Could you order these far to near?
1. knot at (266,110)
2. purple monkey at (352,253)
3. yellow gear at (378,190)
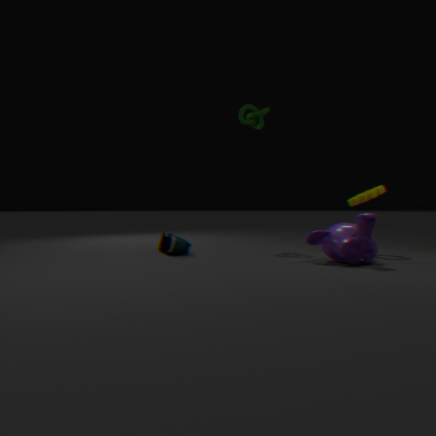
knot at (266,110) → yellow gear at (378,190) → purple monkey at (352,253)
